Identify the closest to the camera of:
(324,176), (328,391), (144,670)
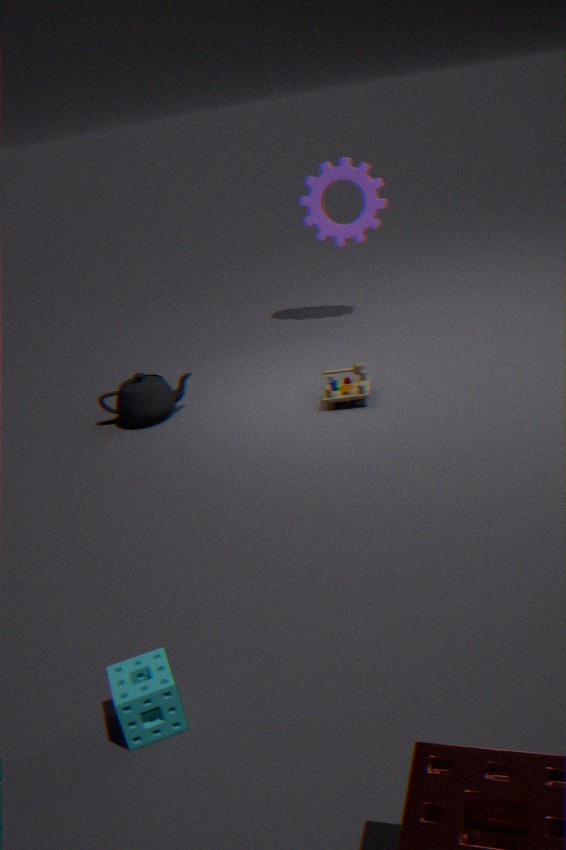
(144,670)
